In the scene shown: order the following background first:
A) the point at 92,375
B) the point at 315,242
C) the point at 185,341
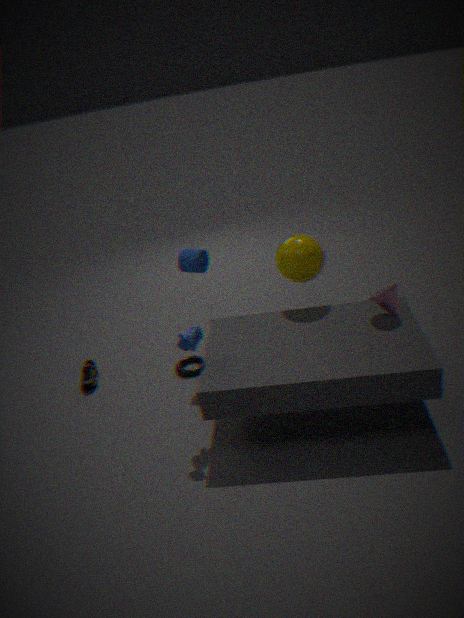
the point at 92,375, the point at 315,242, the point at 185,341
